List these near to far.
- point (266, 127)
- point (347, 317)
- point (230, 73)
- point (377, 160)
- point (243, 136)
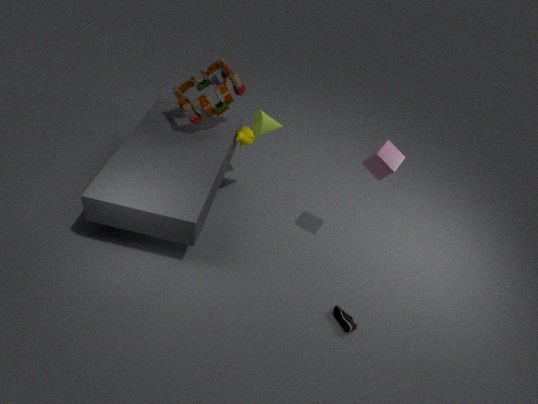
point (377, 160) → point (347, 317) → point (266, 127) → point (230, 73) → point (243, 136)
